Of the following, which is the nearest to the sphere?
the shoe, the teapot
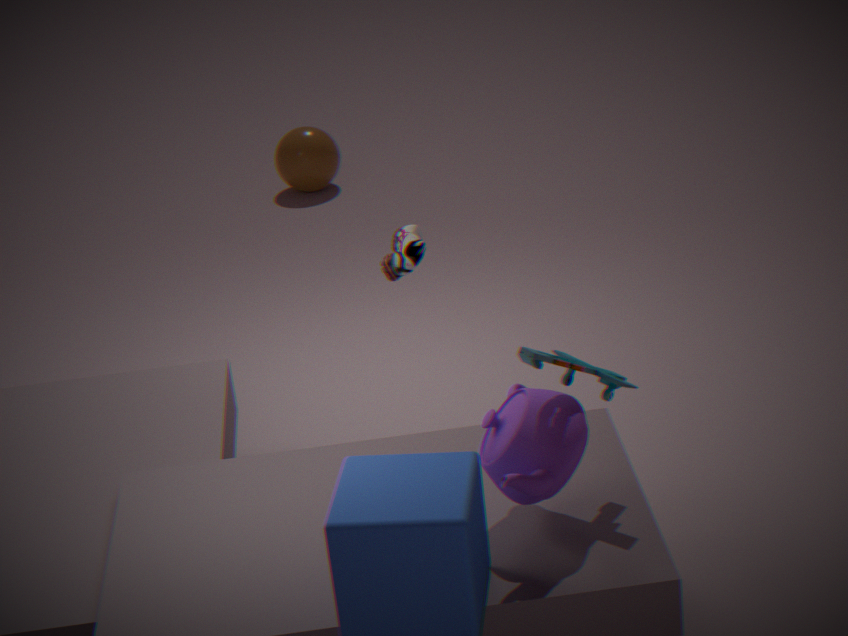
the shoe
